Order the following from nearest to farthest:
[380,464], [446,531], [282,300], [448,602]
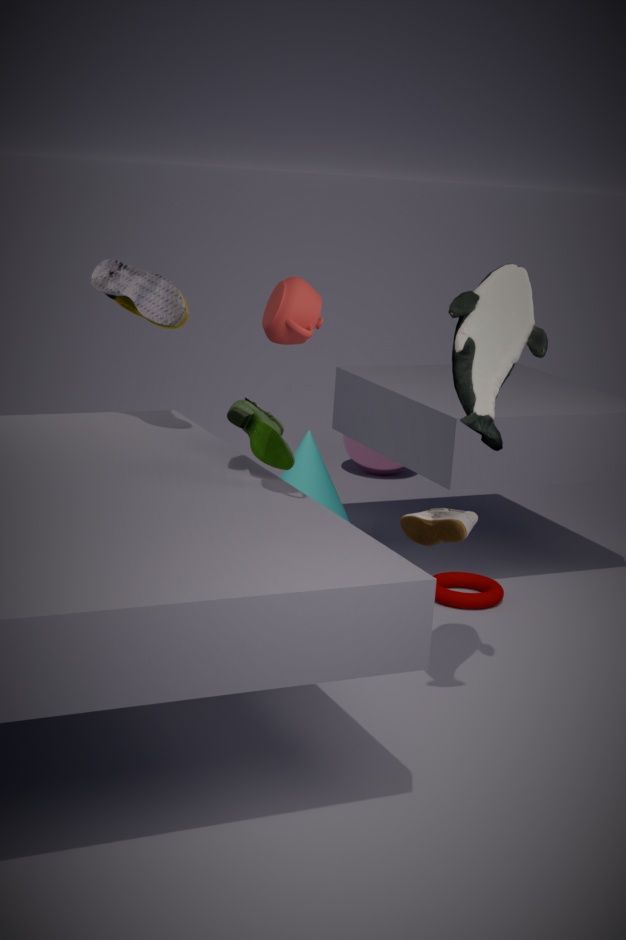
[282,300]
[446,531]
[448,602]
[380,464]
